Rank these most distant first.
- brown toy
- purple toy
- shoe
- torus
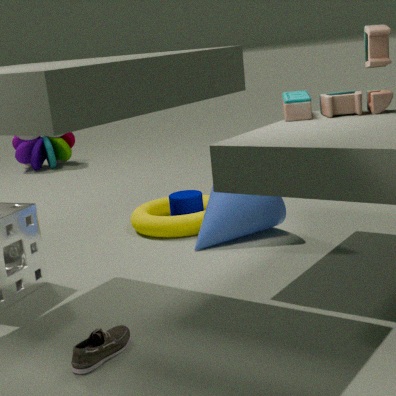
purple toy, torus, brown toy, shoe
